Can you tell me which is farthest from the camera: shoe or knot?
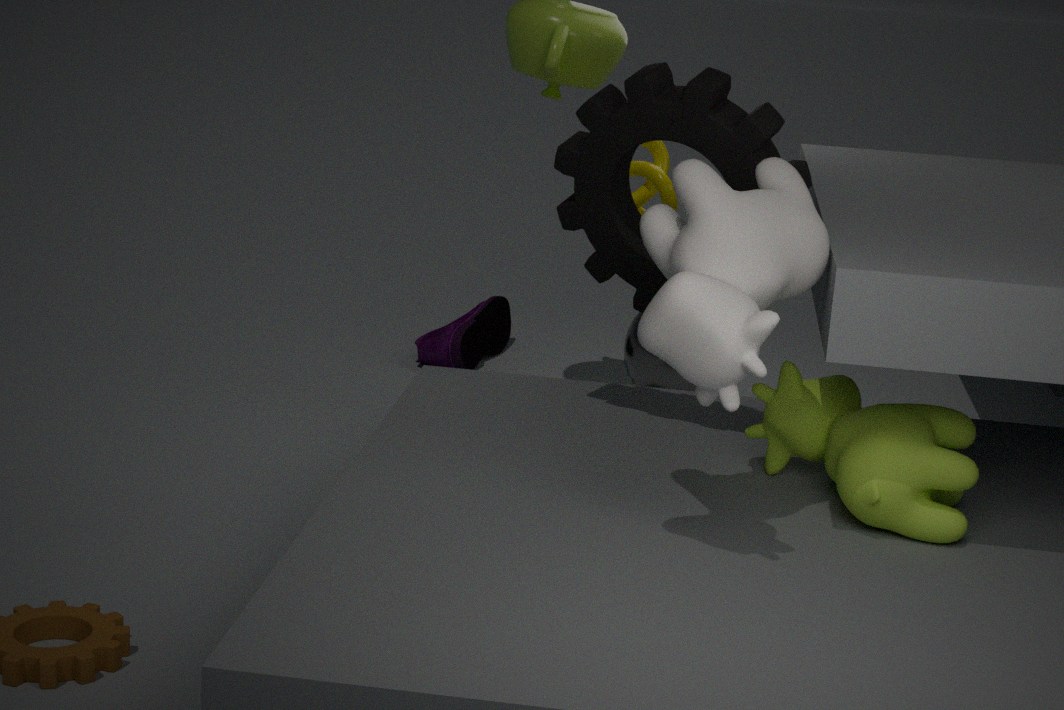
shoe
